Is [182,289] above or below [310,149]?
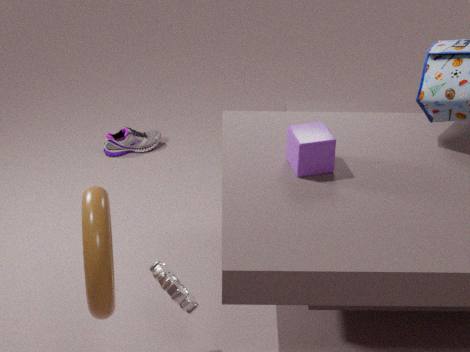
below
